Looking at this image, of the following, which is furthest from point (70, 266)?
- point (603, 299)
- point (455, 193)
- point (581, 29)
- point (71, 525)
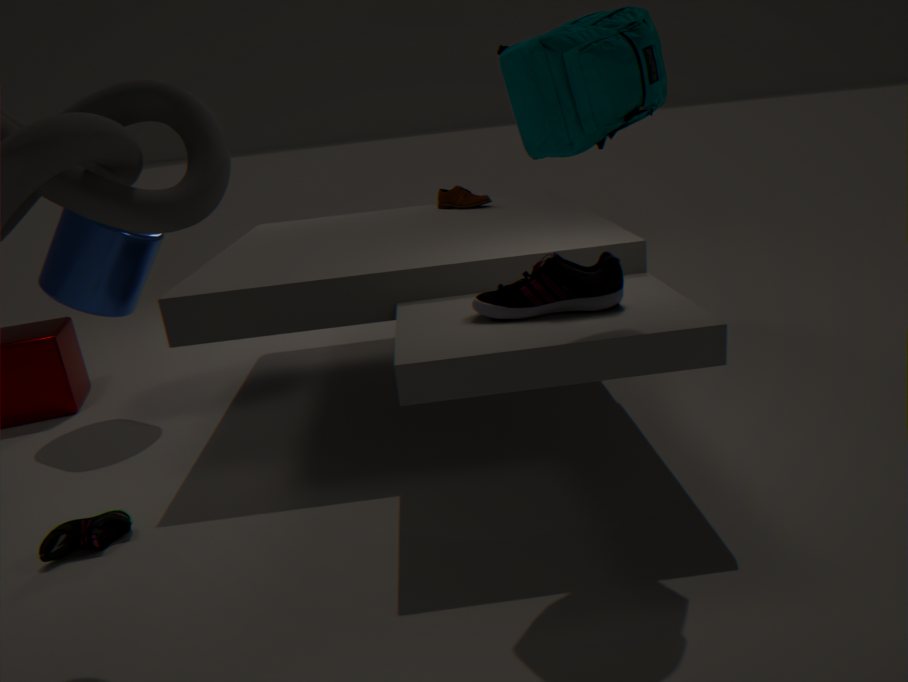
point (581, 29)
